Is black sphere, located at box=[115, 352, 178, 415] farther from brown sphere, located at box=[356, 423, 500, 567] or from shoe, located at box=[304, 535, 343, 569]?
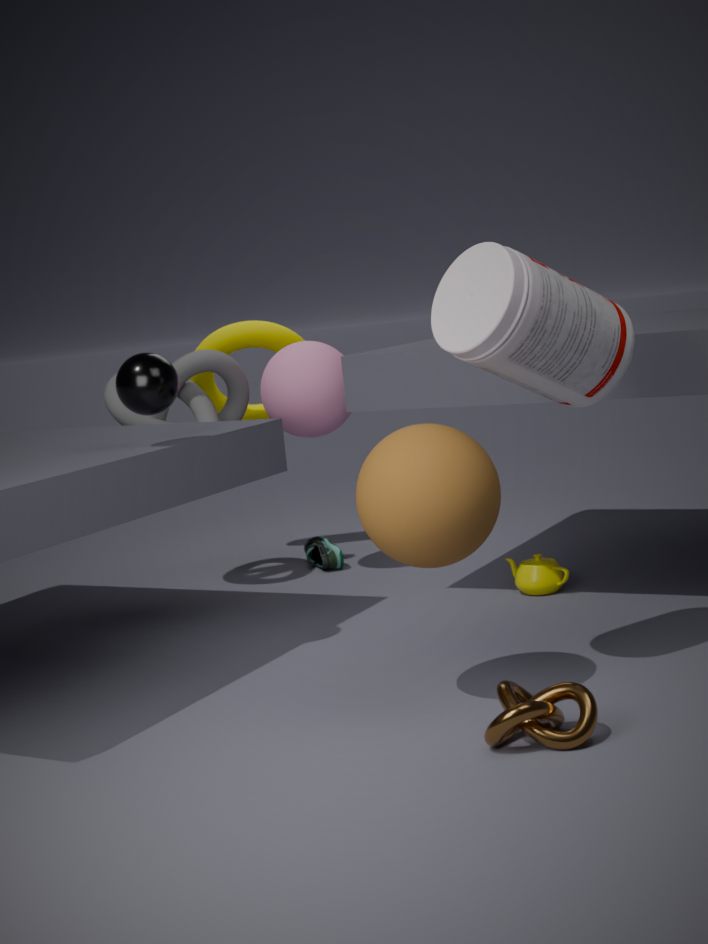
shoe, located at box=[304, 535, 343, 569]
